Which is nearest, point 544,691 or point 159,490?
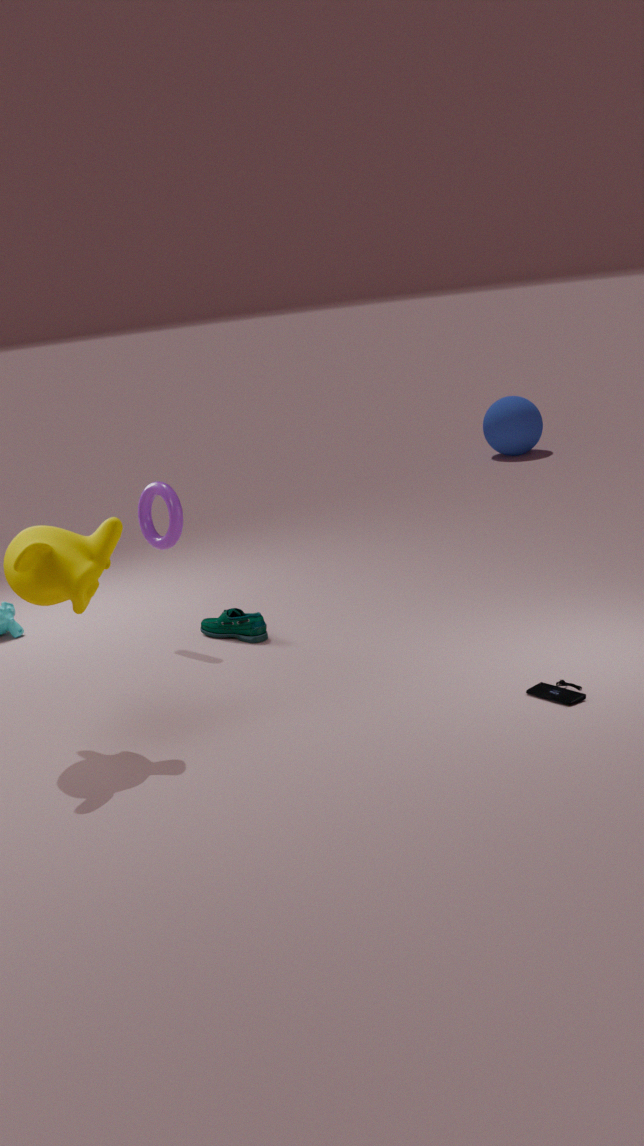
point 544,691
